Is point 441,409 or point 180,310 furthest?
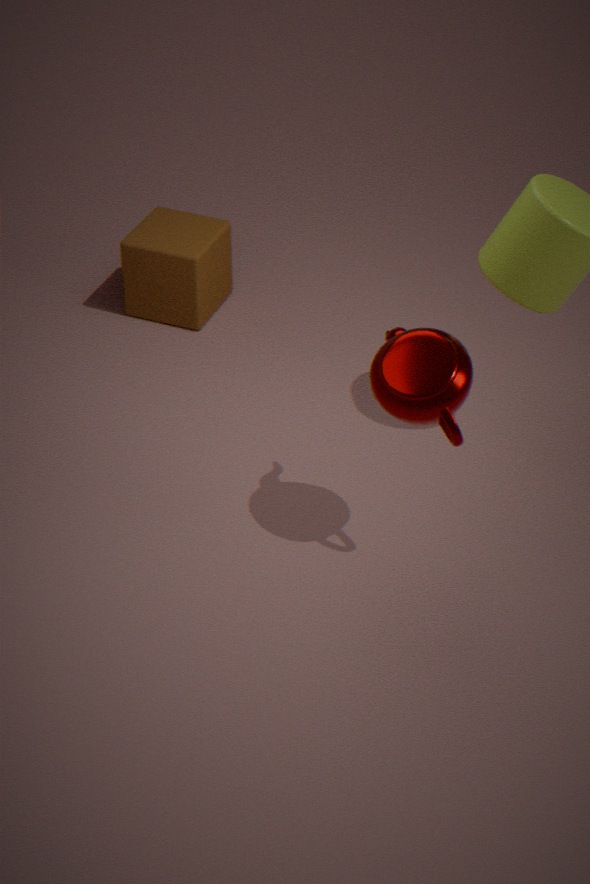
point 180,310
